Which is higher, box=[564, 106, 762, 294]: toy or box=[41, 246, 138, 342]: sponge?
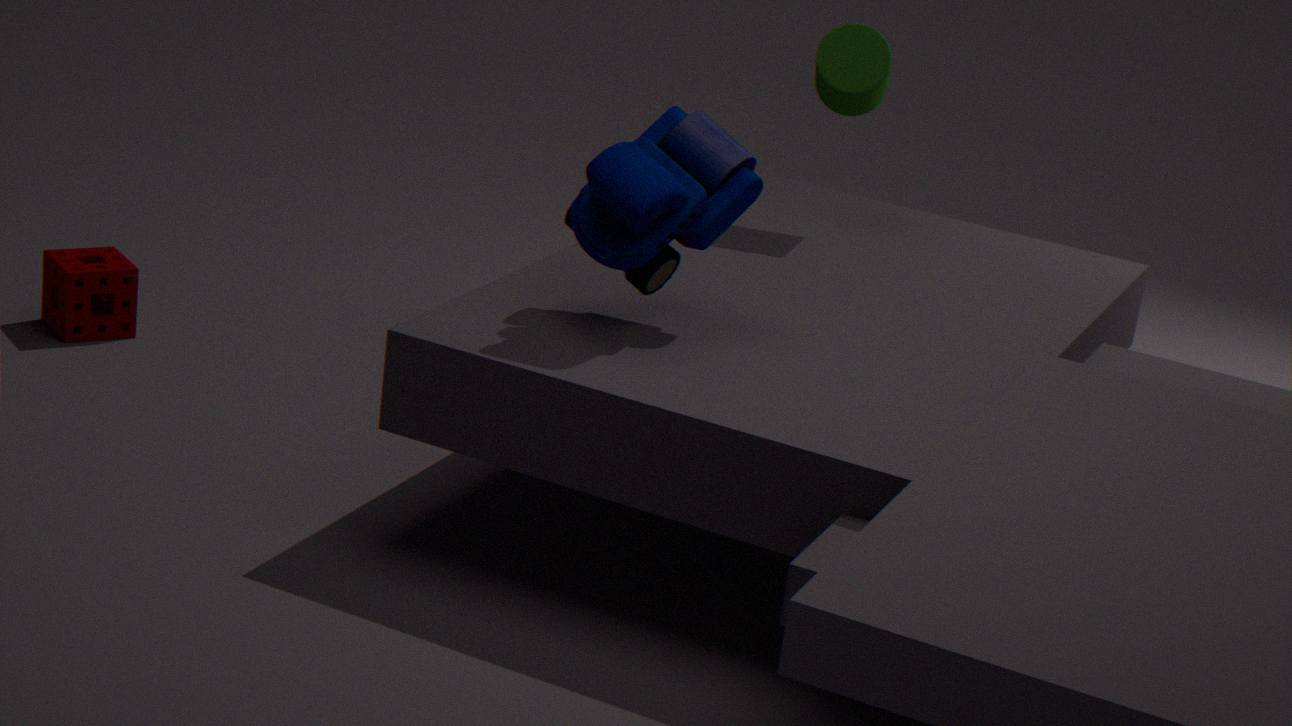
box=[564, 106, 762, 294]: toy
